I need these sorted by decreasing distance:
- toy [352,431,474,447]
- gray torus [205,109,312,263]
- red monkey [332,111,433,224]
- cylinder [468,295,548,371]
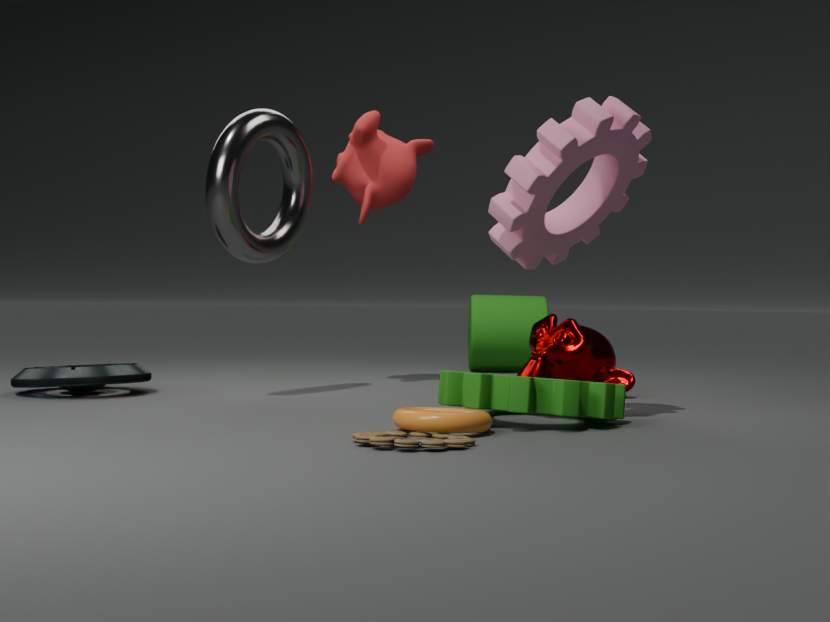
cylinder [468,295,548,371] < red monkey [332,111,433,224] < gray torus [205,109,312,263] < toy [352,431,474,447]
